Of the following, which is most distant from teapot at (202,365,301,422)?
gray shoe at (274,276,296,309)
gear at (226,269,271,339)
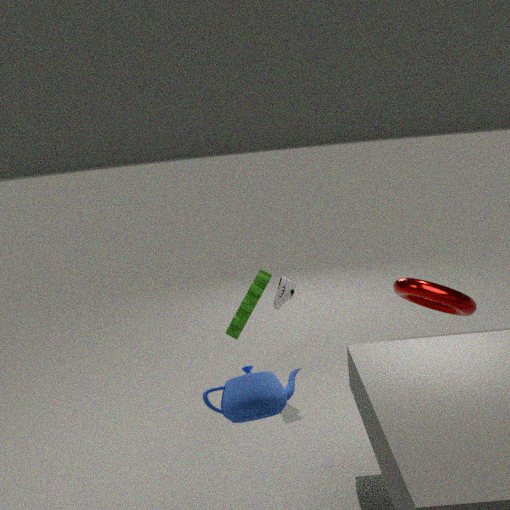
gray shoe at (274,276,296,309)
